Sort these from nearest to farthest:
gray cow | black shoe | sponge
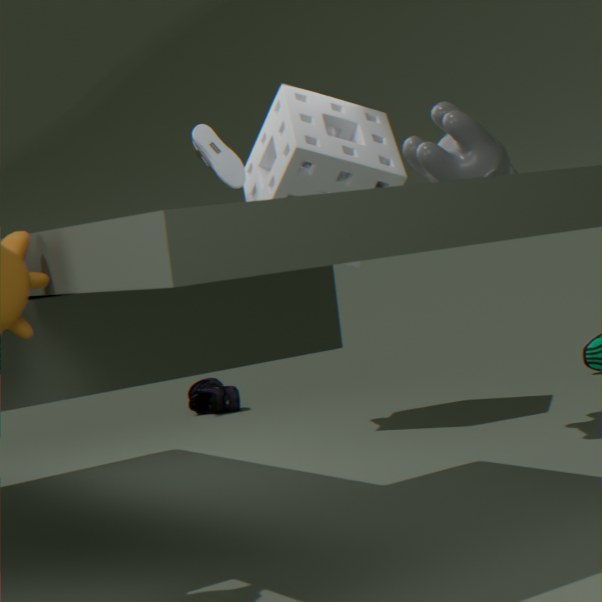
gray cow
sponge
black shoe
